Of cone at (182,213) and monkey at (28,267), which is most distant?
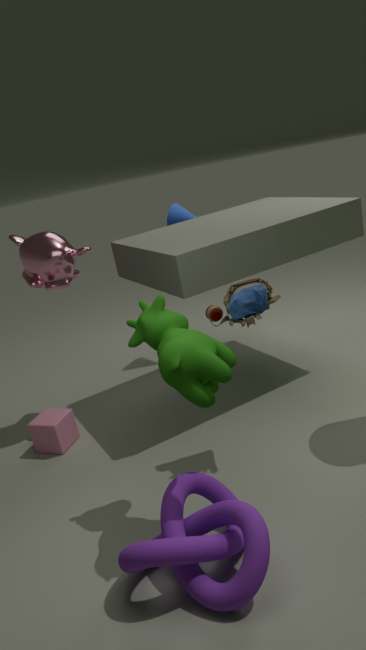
cone at (182,213)
